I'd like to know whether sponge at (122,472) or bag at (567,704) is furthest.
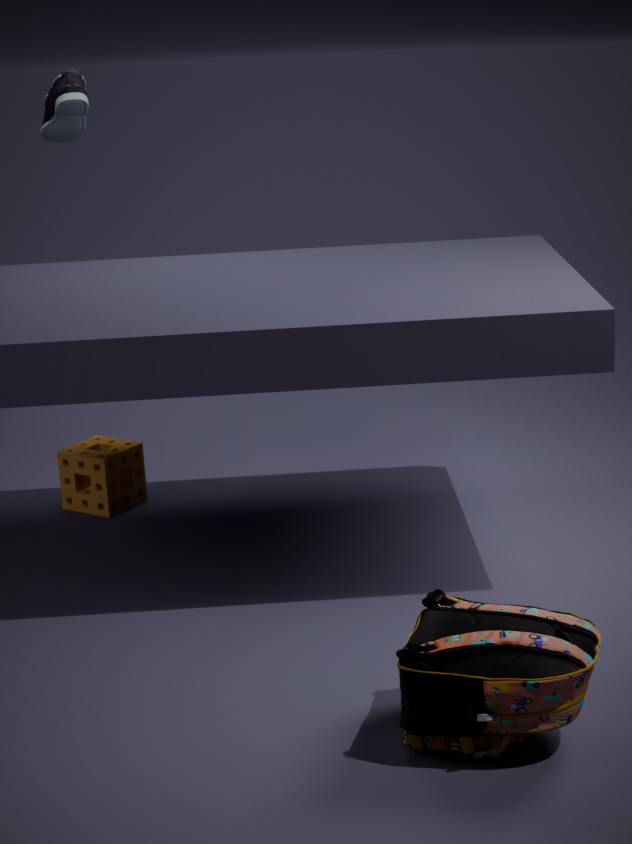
sponge at (122,472)
